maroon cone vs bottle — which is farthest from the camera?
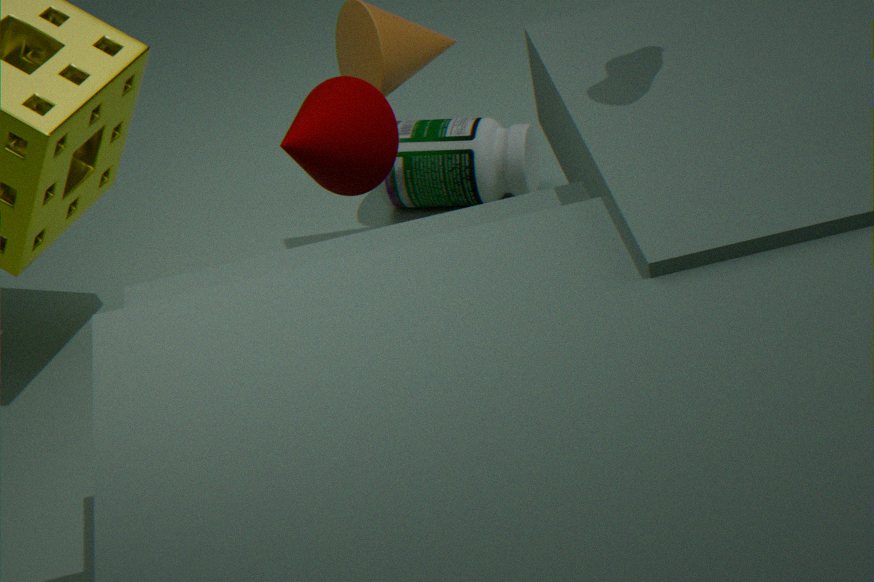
bottle
